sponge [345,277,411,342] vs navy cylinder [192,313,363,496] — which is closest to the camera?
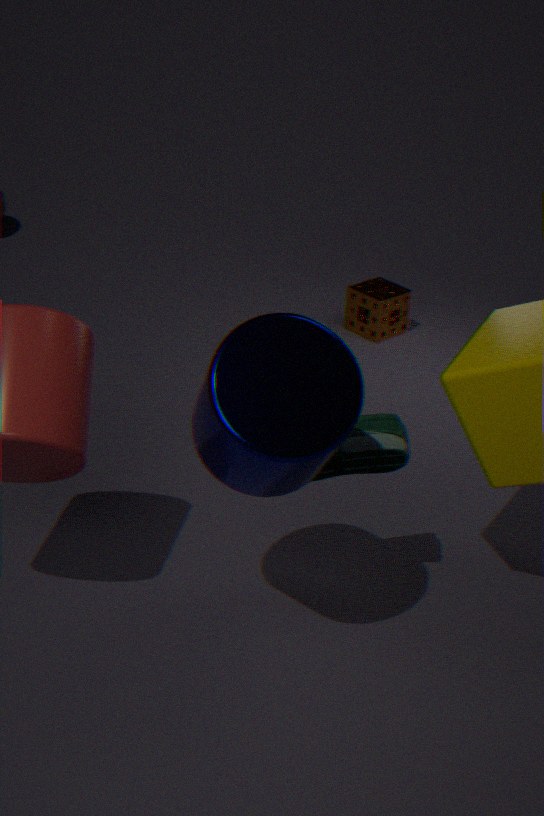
navy cylinder [192,313,363,496]
